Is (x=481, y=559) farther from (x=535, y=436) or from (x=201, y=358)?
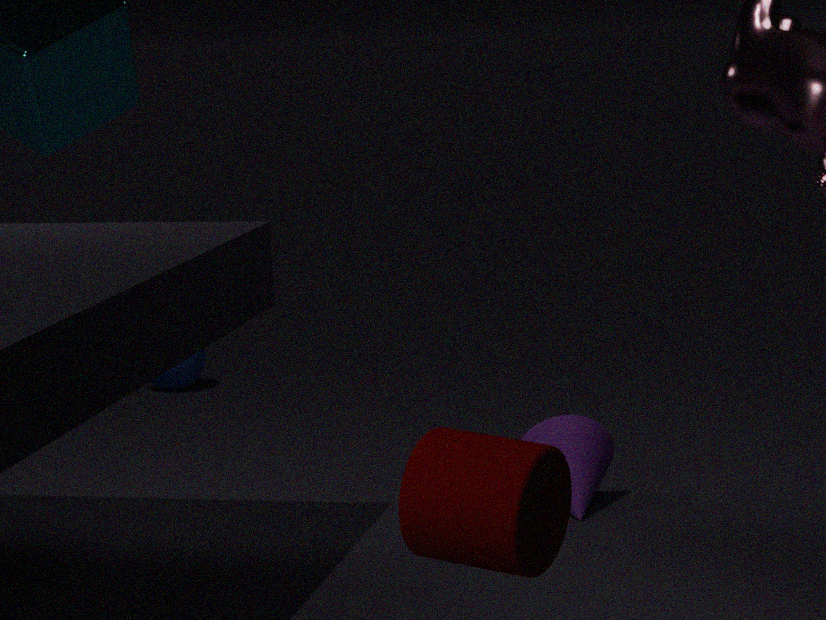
(x=201, y=358)
